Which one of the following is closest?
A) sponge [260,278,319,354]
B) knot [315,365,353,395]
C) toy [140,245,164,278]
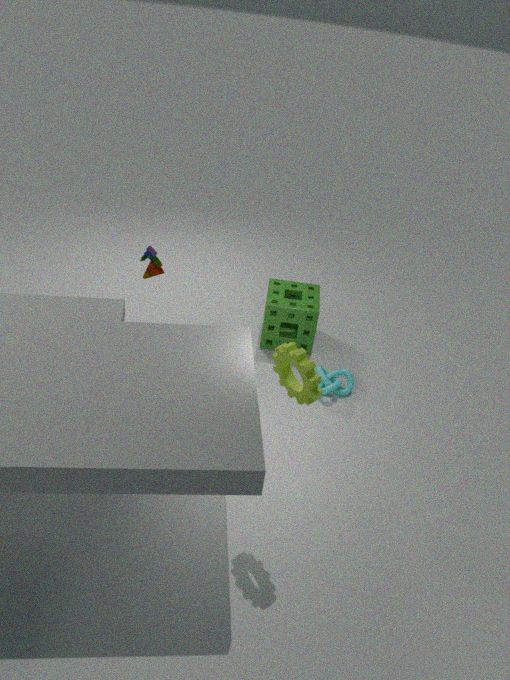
toy [140,245,164,278]
